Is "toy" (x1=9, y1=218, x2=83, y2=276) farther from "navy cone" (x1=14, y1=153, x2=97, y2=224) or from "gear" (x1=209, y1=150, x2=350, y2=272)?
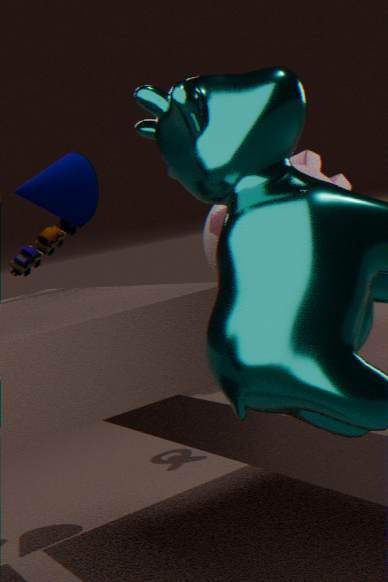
"gear" (x1=209, y1=150, x2=350, y2=272)
